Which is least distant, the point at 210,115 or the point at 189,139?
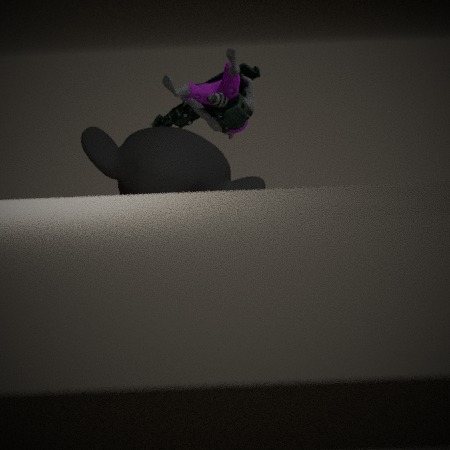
the point at 189,139
